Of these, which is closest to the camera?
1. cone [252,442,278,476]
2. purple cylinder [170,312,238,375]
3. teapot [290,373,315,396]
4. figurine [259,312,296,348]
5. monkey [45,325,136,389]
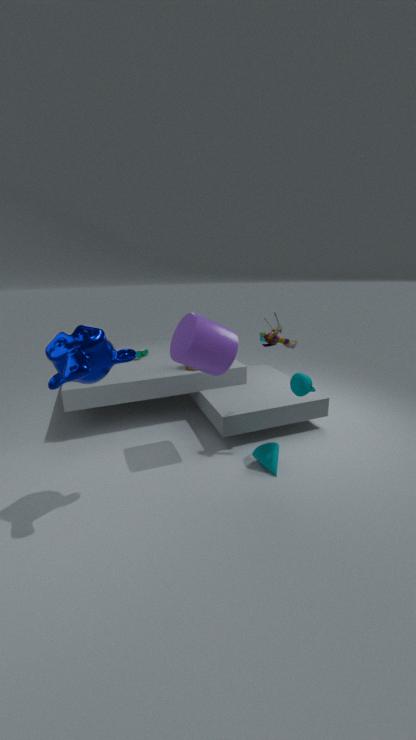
monkey [45,325,136,389]
